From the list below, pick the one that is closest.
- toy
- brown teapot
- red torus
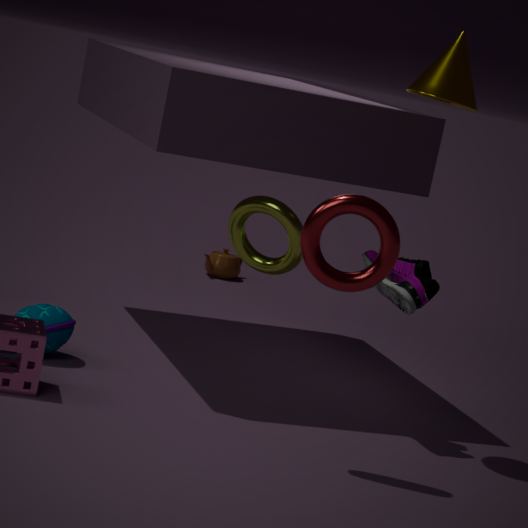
red torus
